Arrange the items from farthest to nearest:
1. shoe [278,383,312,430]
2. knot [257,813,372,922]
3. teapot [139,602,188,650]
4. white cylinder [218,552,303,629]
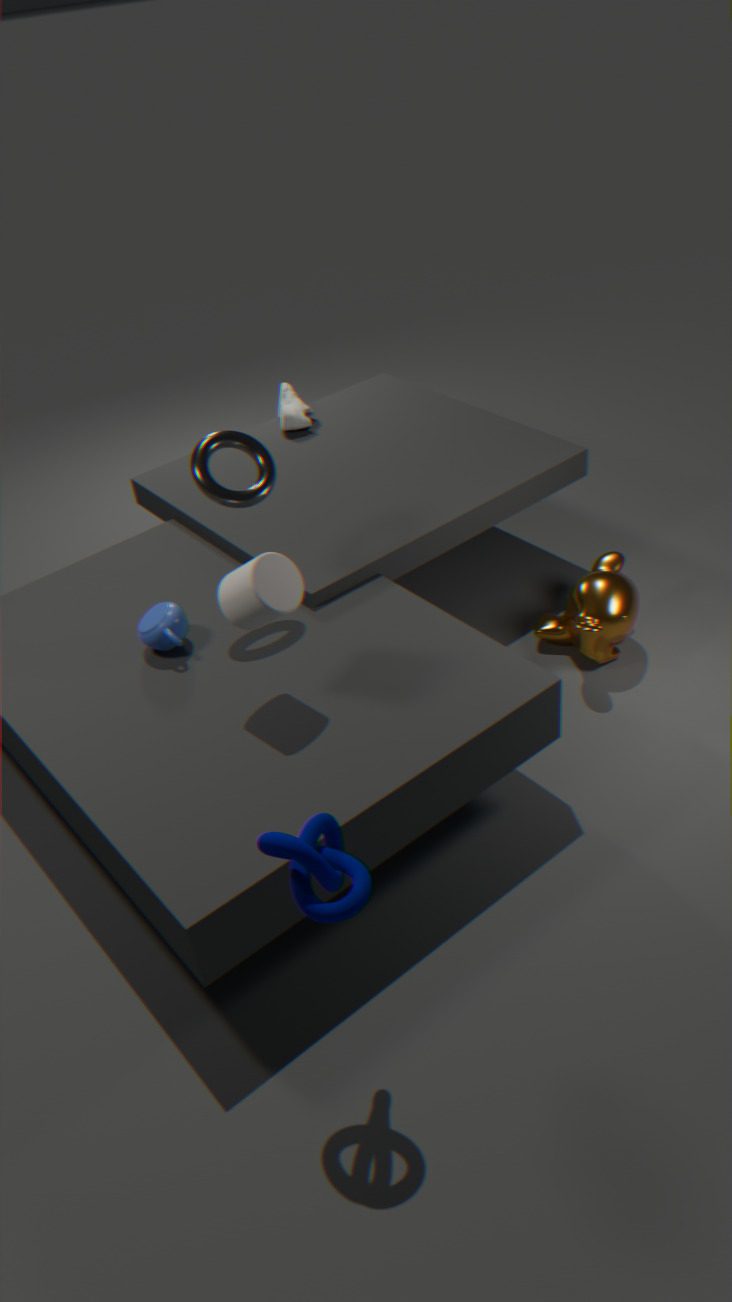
1. shoe [278,383,312,430]
2. teapot [139,602,188,650]
3. white cylinder [218,552,303,629]
4. knot [257,813,372,922]
